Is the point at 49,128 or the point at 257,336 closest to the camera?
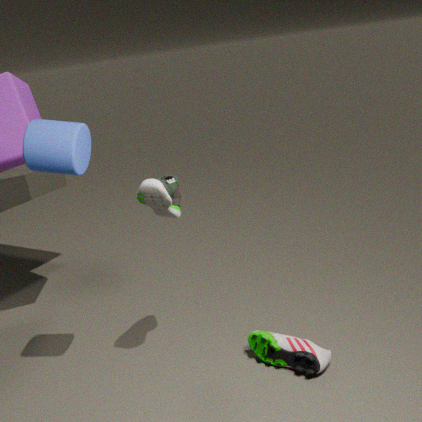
the point at 49,128
